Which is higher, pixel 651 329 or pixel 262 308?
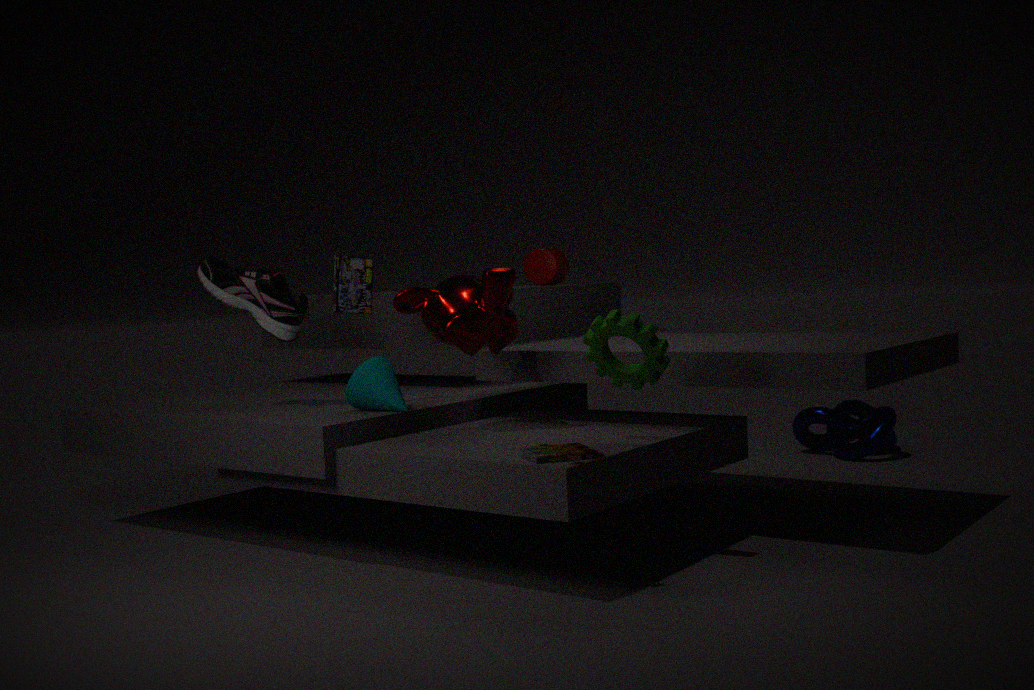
pixel 262 308
